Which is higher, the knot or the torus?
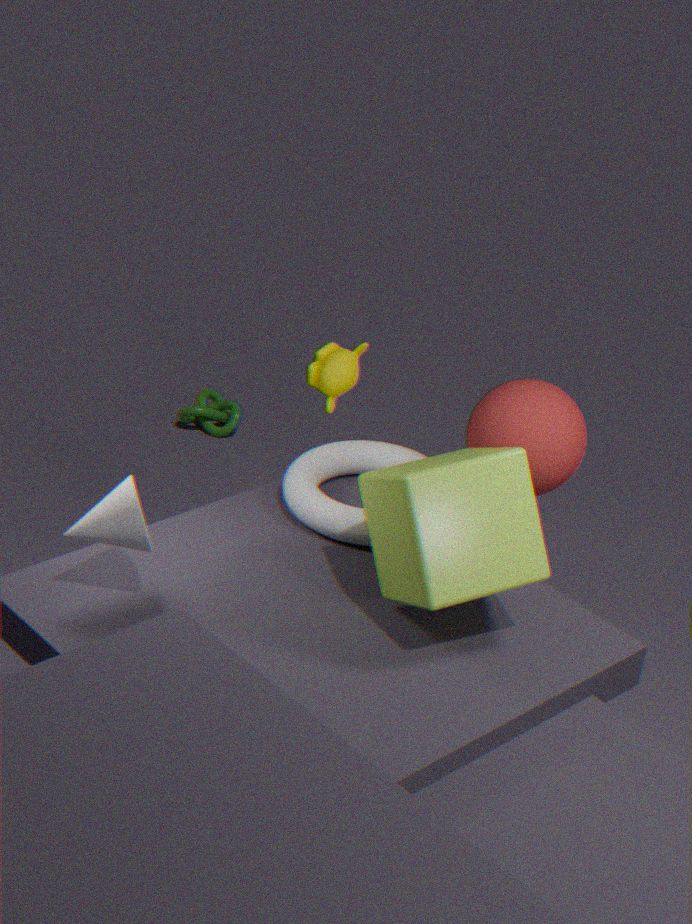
the torus
